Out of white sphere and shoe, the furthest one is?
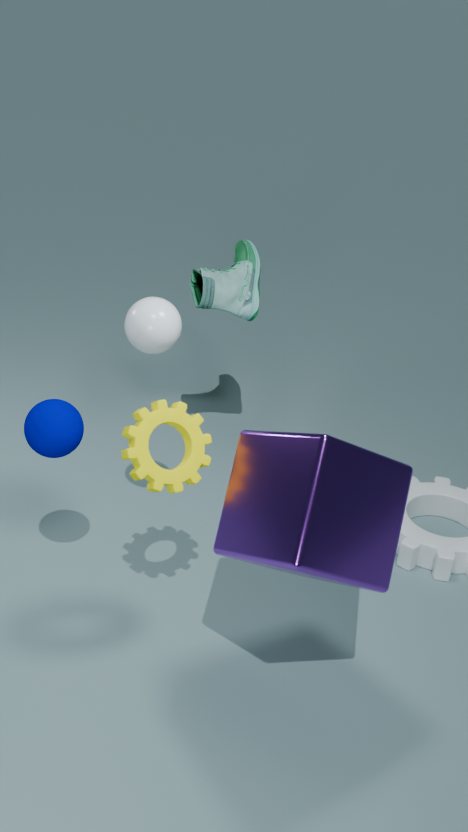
shoe
